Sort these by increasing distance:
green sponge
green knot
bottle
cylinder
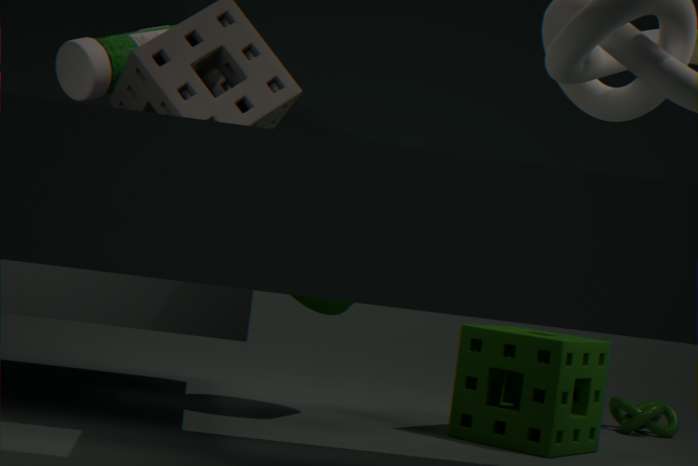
bottle
green sponge
cylinder
green knot
